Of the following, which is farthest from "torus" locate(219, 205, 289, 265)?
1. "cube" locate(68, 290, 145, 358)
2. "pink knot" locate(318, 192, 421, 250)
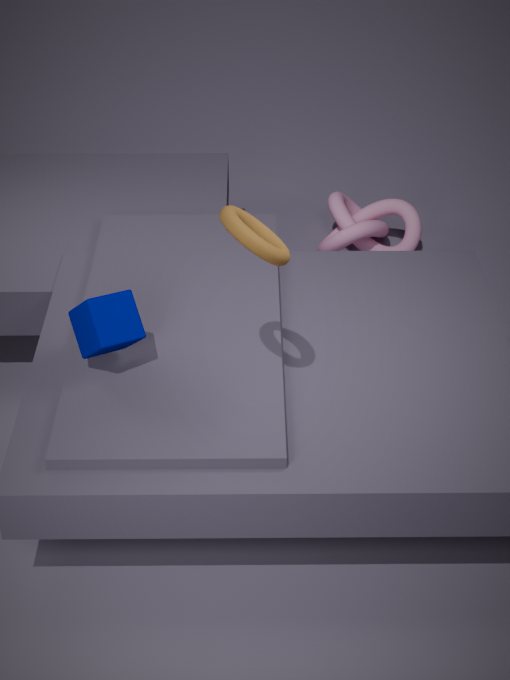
"pink knot" locate(318, 192, 421, 250)
